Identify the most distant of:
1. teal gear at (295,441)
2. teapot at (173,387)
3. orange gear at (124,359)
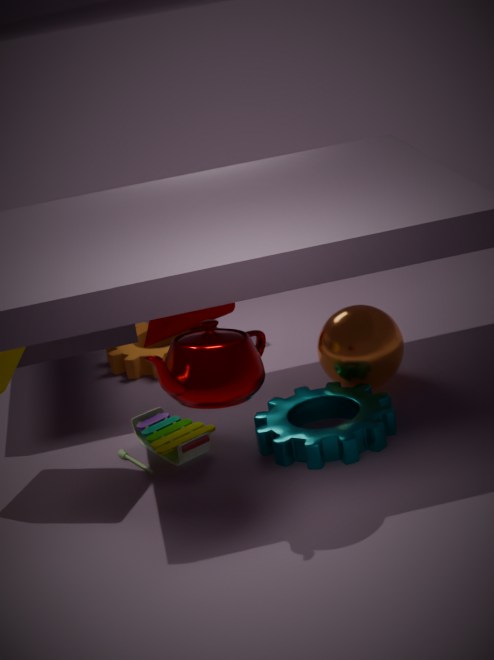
orange gear at (124,359)
